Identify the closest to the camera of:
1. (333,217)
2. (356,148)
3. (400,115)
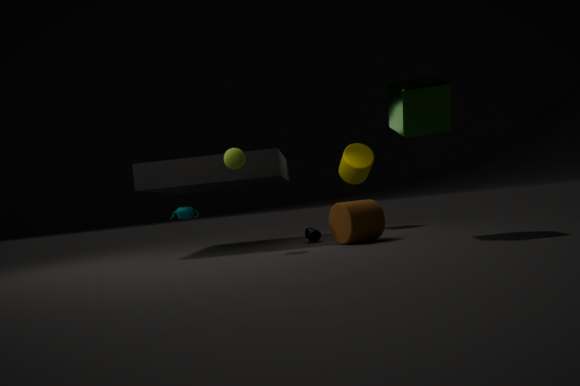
(400,115)
